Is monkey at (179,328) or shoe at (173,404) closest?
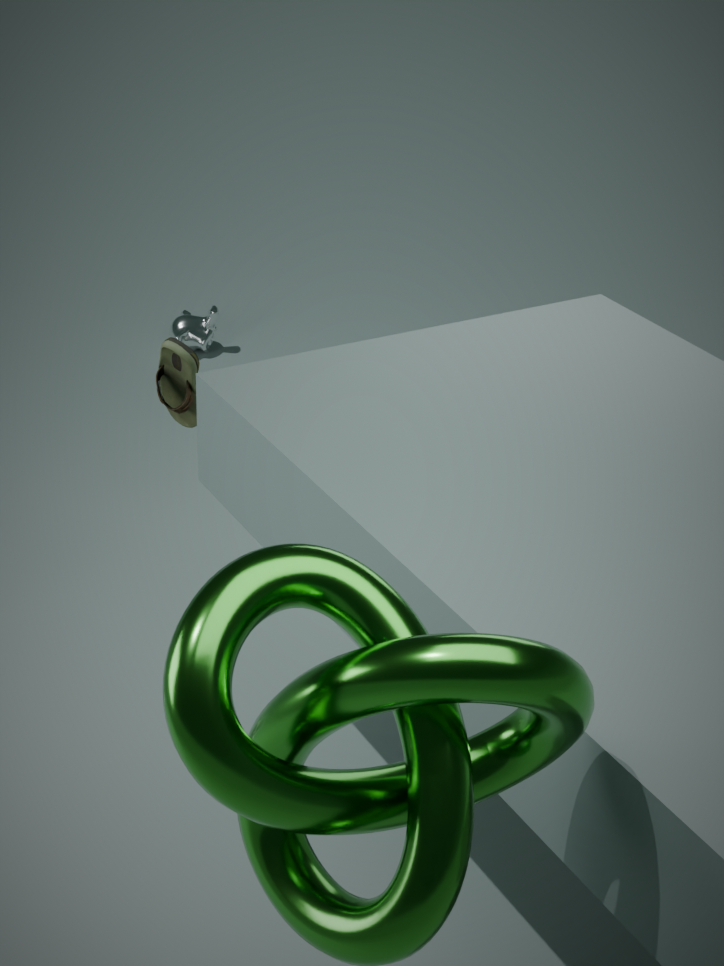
shoe at (173,404)
